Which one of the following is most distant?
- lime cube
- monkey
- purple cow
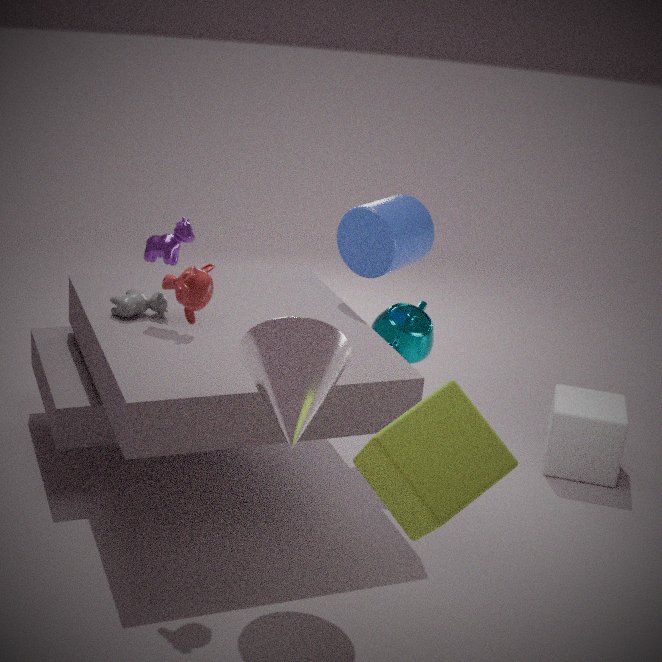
A: purple cow
